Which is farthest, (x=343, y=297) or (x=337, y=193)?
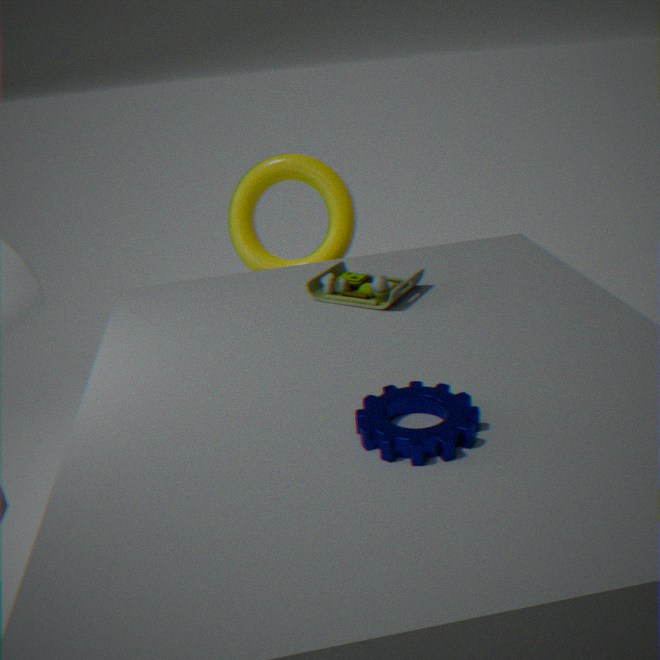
(x=337, y=193)
